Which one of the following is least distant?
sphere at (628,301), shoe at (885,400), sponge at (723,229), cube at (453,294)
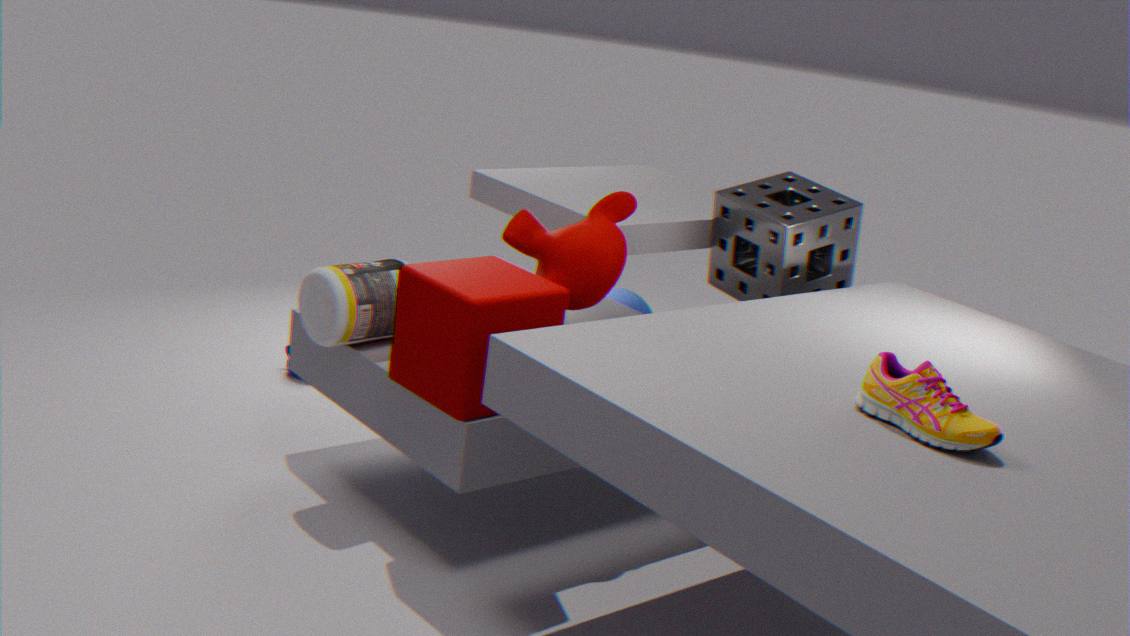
shoe at (885,400)
